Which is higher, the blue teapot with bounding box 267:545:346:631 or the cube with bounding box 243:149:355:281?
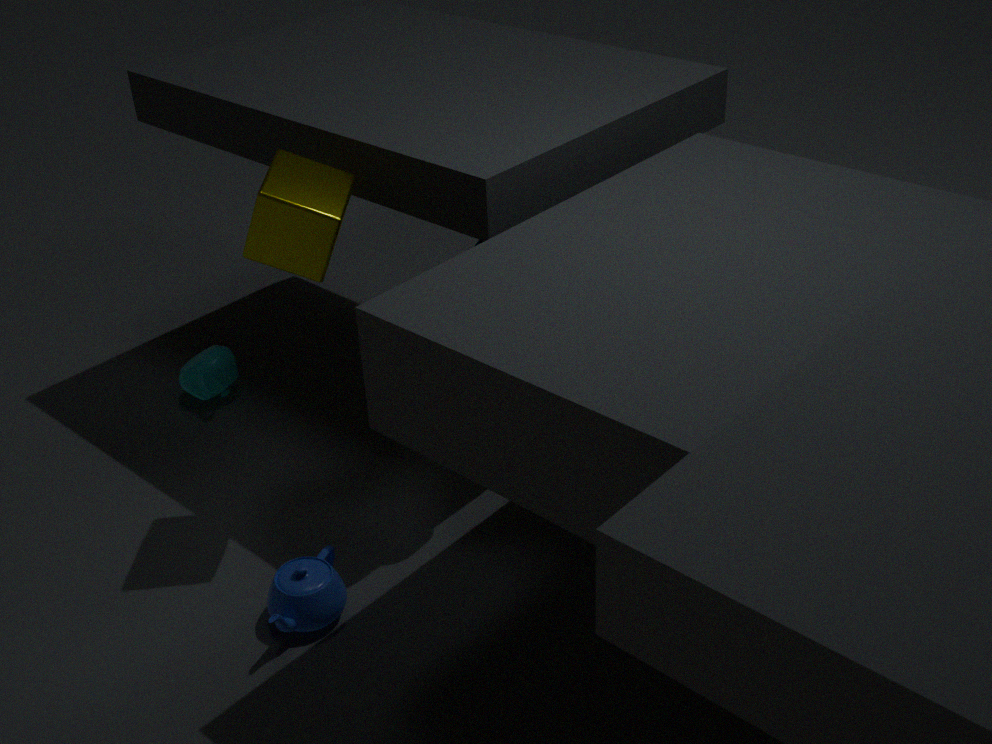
the cube with bounding box 243:149:355:281
